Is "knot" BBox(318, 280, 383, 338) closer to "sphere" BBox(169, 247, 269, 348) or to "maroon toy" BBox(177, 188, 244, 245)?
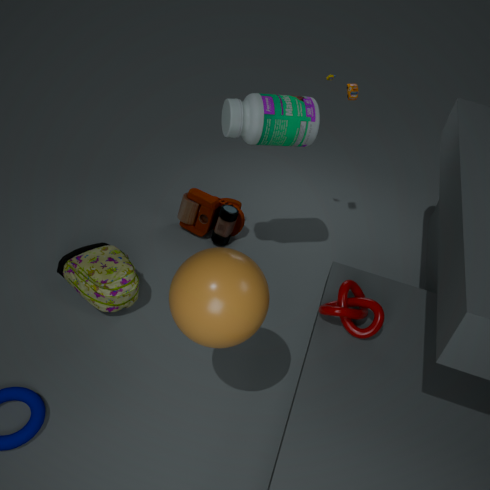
"sphere" BBox(169, 247, 269, 348)
